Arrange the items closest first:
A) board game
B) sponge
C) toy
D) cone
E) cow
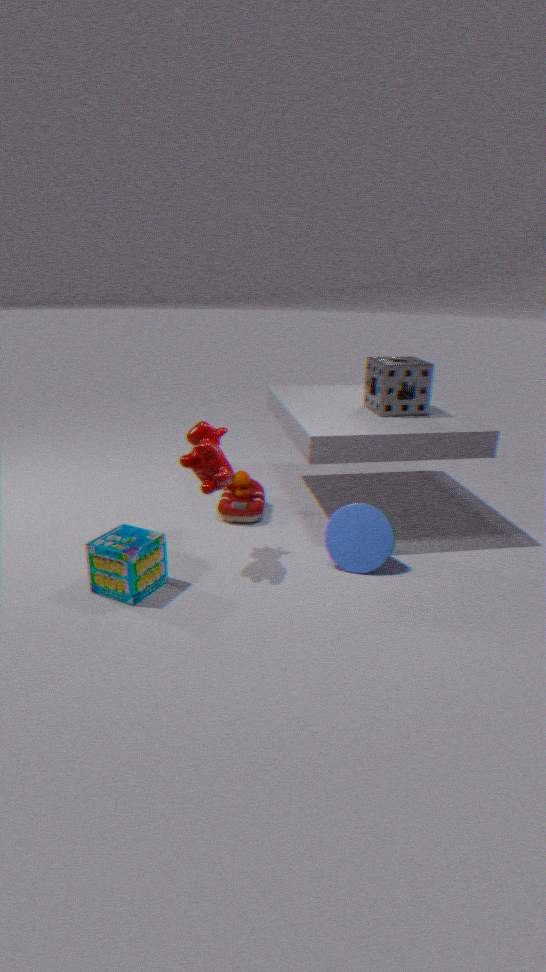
board game < cow < cone < sponge < toy
